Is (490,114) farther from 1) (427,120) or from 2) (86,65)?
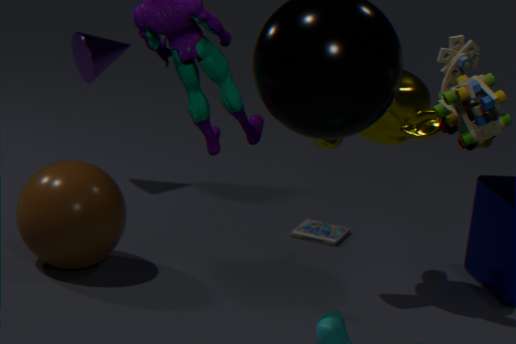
2) (86,65)
